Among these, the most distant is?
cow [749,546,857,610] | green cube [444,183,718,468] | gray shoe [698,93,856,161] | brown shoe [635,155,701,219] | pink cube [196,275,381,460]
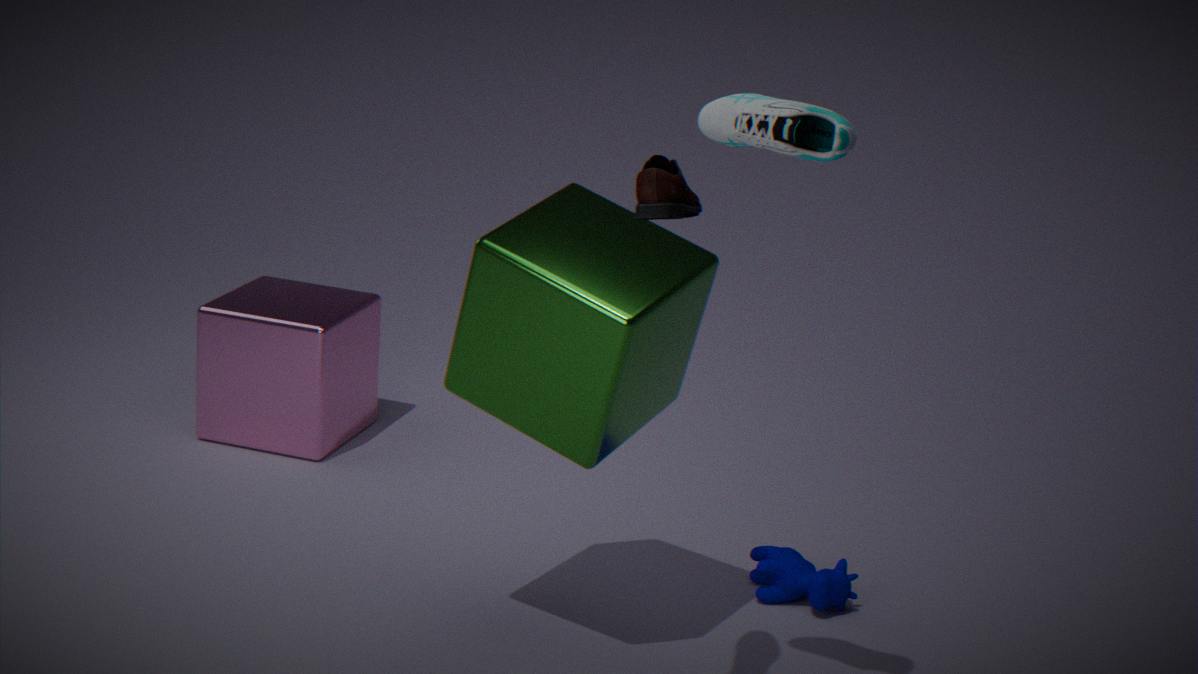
pink cube [196,275,381,460]
